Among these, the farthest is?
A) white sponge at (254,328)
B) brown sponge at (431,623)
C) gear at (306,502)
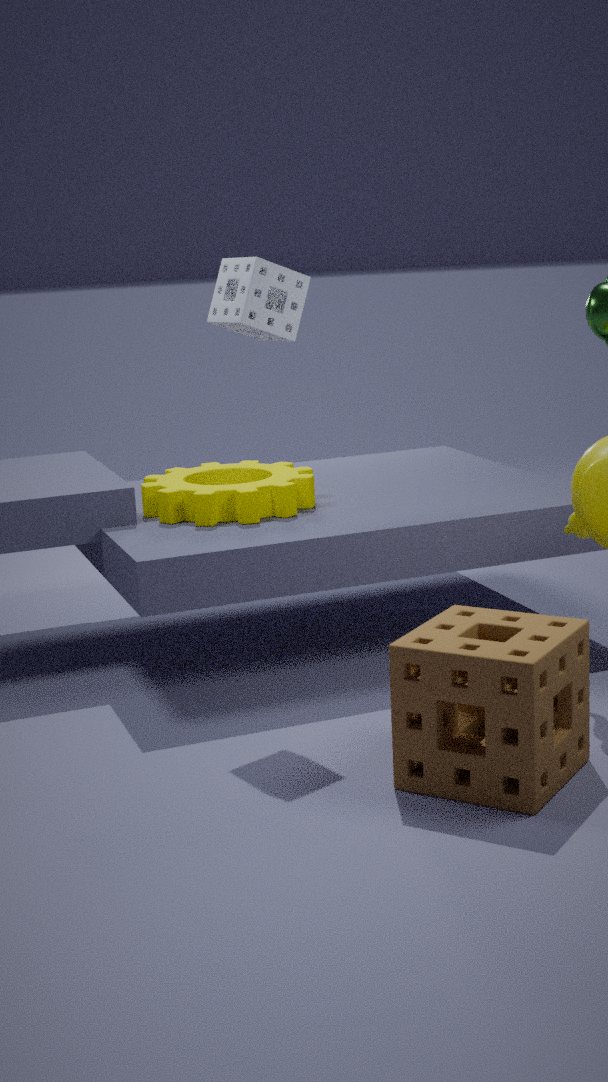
gear at (306,502)
